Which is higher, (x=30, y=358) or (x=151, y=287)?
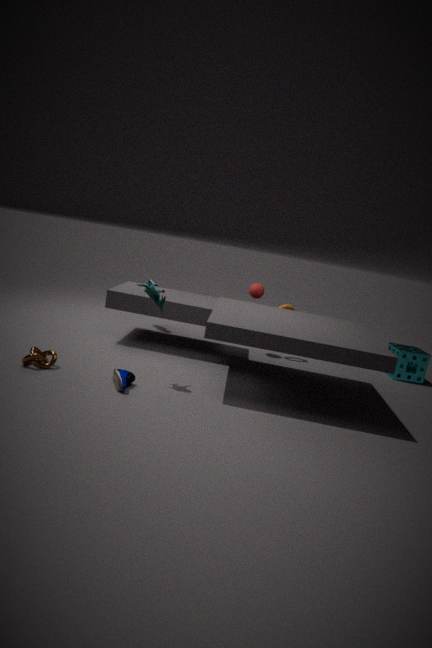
Answer: (x=151, y=287)
